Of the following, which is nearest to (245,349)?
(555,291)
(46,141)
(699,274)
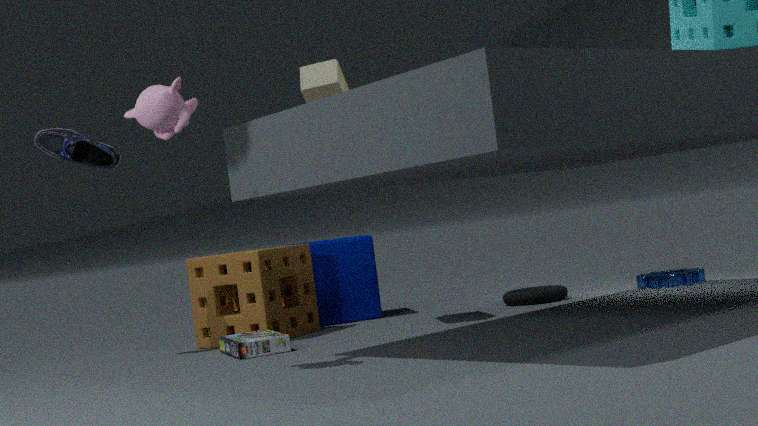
(46,141)
